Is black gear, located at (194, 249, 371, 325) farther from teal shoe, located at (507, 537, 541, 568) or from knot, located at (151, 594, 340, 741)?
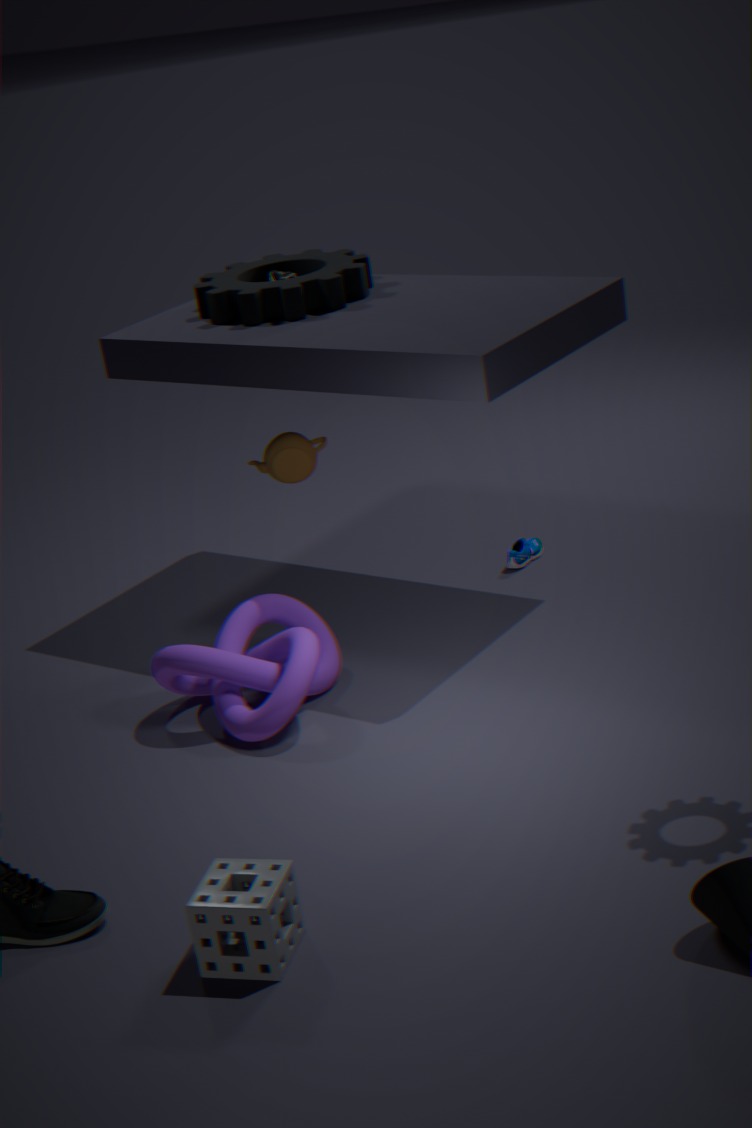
teal shoe, located at (507, 537, 541, 568)
